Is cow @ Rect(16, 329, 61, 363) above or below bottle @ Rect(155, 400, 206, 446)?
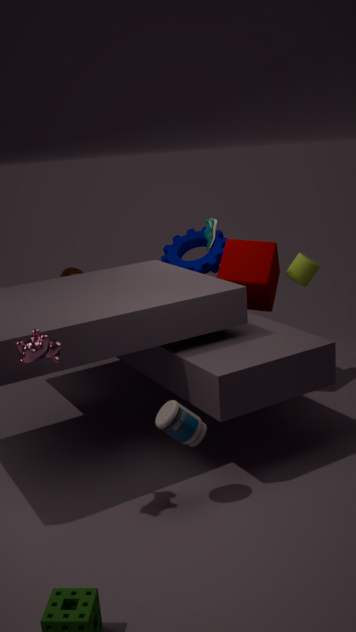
above
